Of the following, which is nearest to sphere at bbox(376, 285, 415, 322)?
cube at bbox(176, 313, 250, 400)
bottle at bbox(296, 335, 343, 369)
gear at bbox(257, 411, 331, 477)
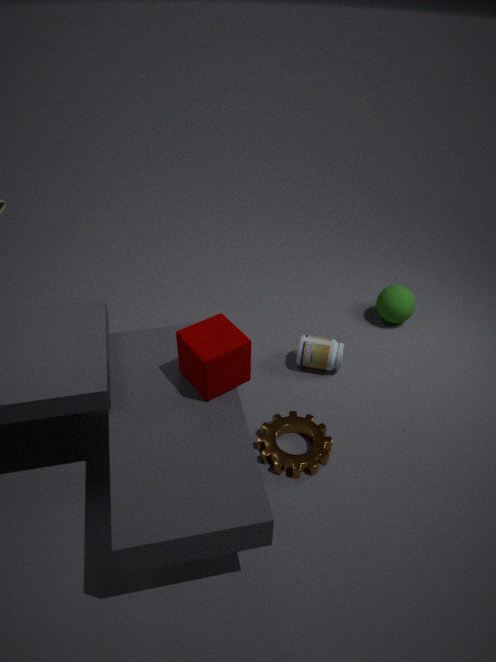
bottle at bbox(296, 335, 343, 369)
